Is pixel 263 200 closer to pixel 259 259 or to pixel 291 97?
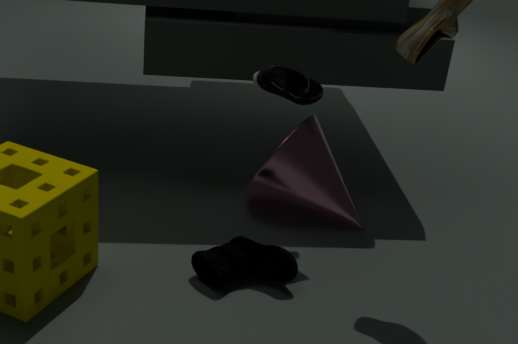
pixel 291 97
